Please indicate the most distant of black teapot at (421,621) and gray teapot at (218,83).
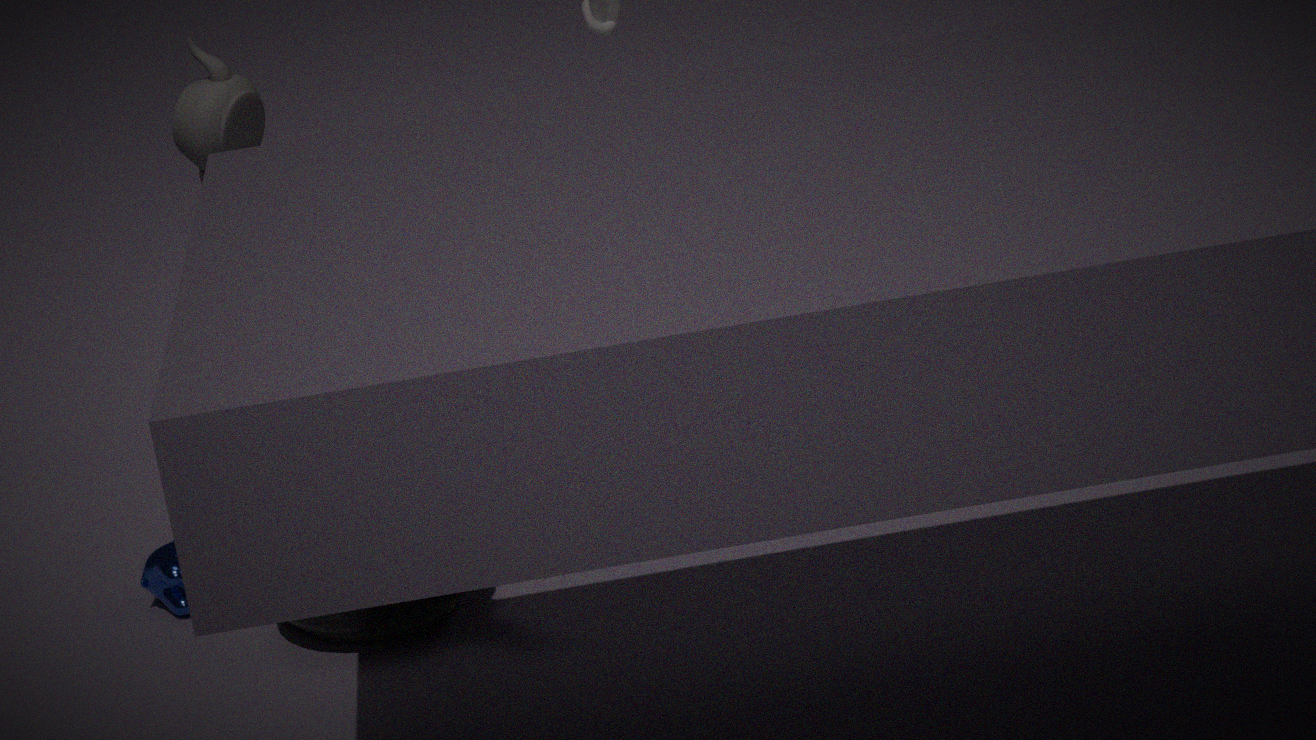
gray teapot at (218,83)
